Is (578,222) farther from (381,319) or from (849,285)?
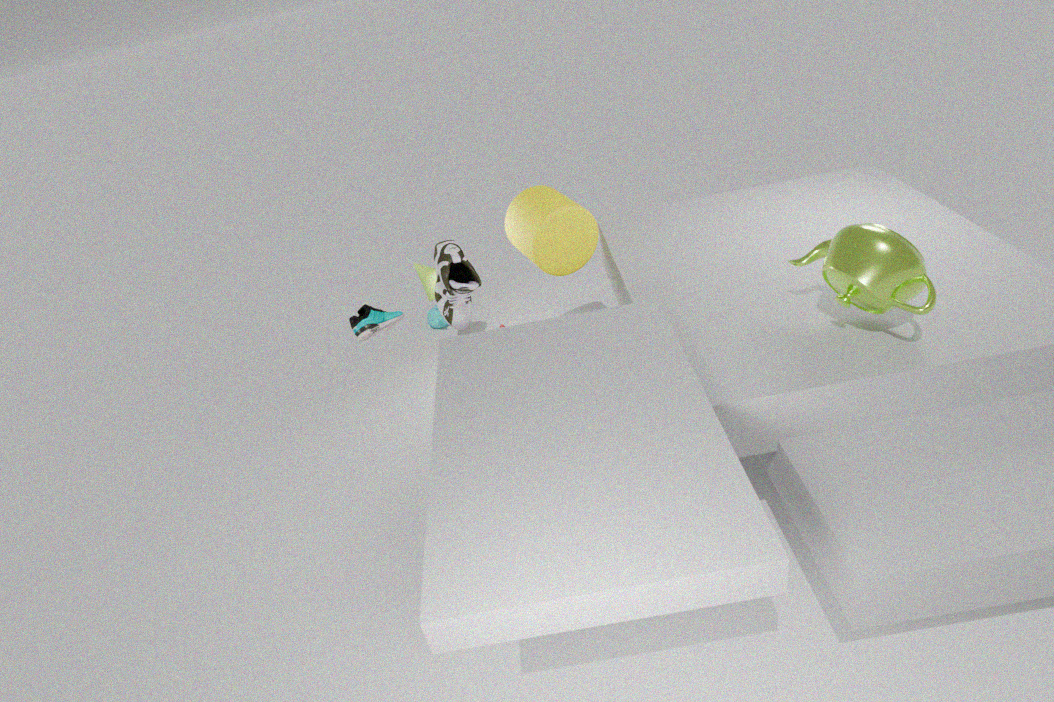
(849,285)
